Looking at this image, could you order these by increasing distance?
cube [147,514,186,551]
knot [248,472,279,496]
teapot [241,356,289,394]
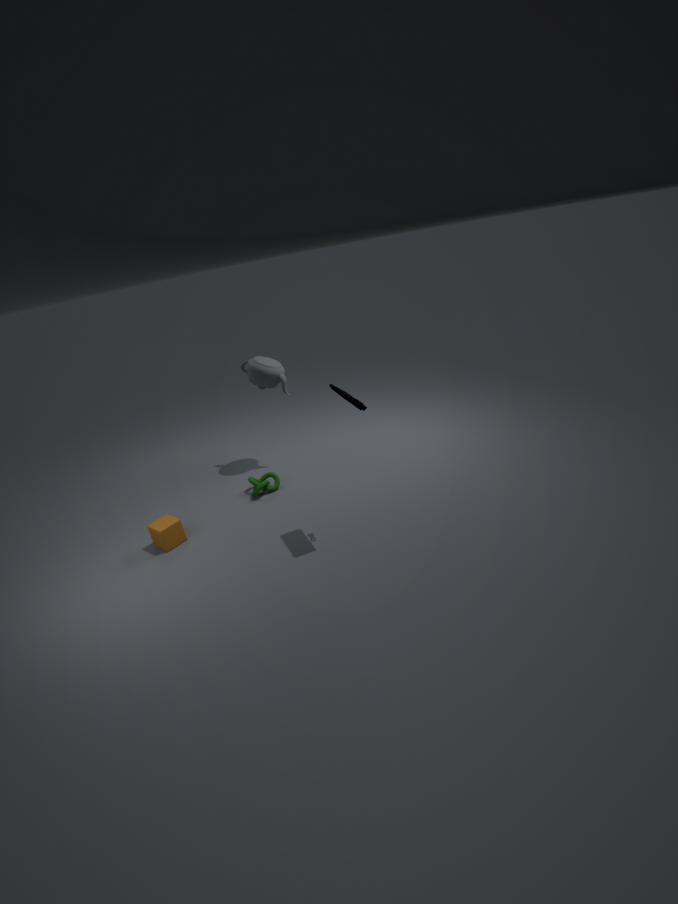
cube [147,514,186,551]
knot [248,472,279,496]
teapot [241,356,289,394]
